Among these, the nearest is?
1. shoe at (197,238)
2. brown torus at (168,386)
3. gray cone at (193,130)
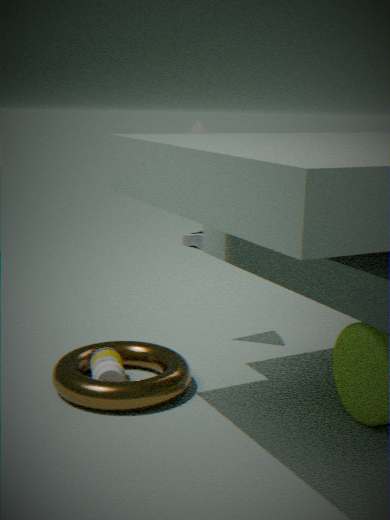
brown torus at (168,386)
